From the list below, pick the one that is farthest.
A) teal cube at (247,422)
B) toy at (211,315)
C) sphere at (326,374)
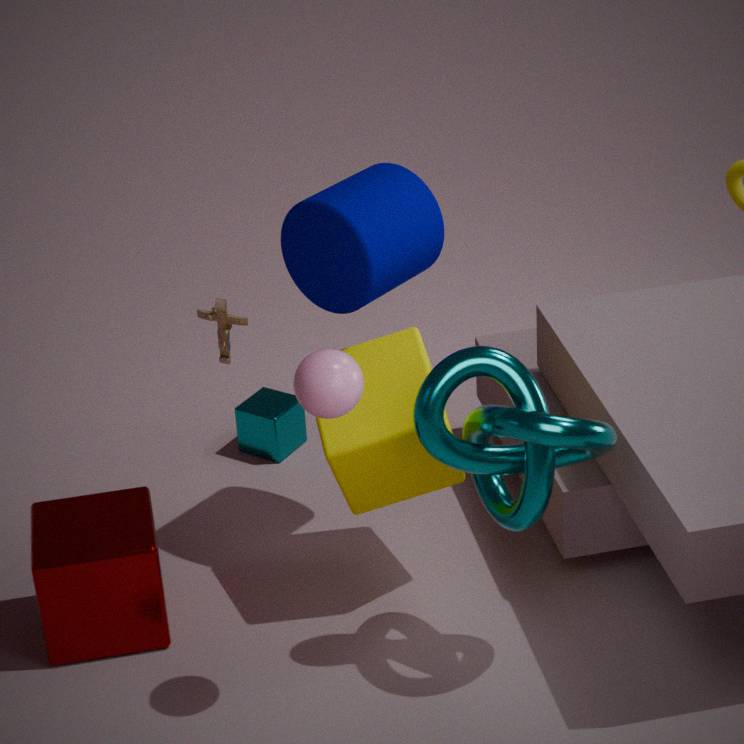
teal cube at (247,422)
